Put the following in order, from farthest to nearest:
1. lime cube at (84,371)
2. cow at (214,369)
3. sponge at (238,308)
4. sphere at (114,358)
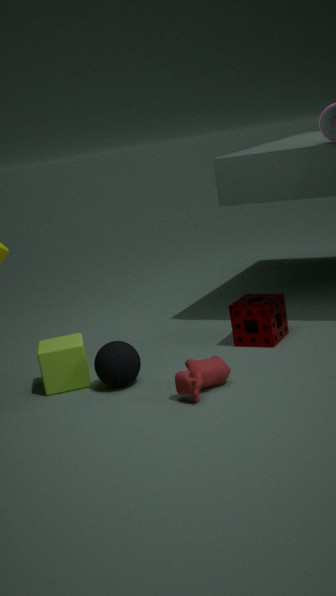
sponge at (238,308), lime cube at (84,371), sphere at (114,358), cow at (214,369)
